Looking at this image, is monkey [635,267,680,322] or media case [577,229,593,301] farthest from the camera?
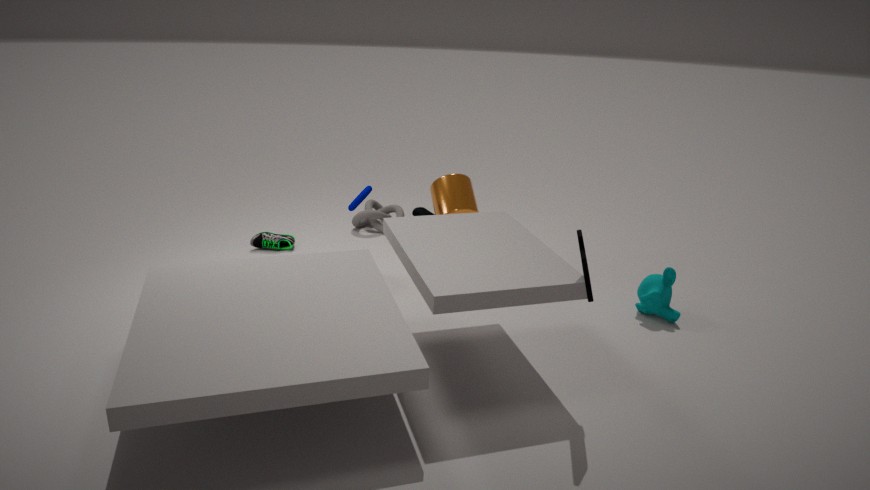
monkey [635,267,680,322]
